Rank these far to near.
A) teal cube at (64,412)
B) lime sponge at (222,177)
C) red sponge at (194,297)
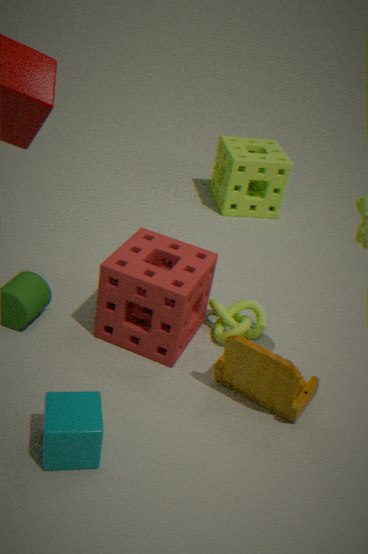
lime sponge at (222,177)
red sponge at (194,297)
teal cube at (64,412)
